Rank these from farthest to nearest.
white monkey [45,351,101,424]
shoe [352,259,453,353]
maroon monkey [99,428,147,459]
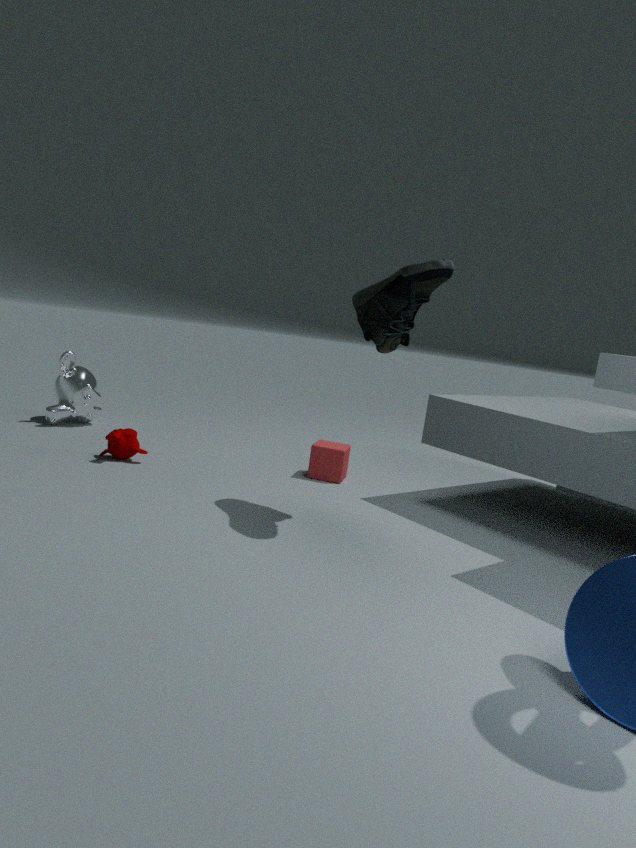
white monkey [45,351,101,424], maroon monkey [99,428,147,459], shoe [352,259,453,353]
